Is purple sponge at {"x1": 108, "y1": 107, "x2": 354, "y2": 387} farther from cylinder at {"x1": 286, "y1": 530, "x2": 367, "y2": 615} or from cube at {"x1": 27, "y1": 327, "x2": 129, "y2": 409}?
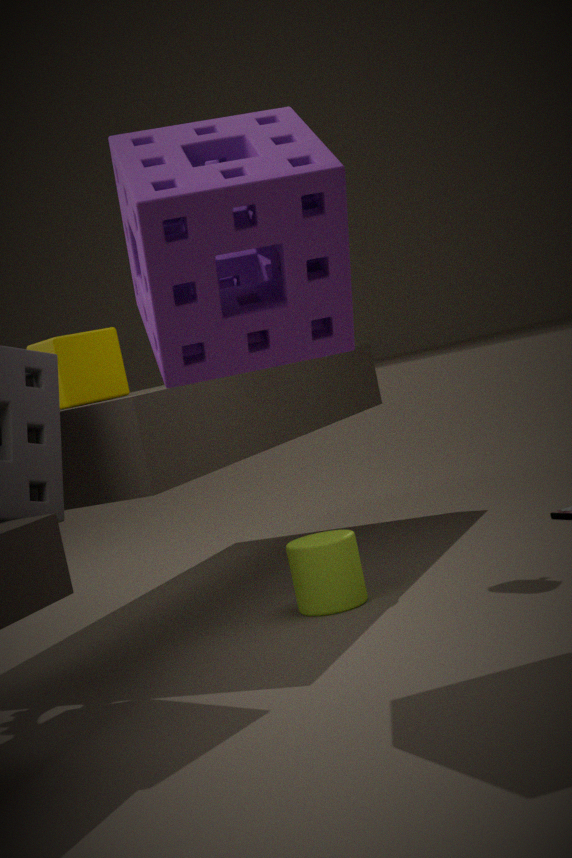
cylinder at {"x1": 286, "y1": 530, "x2": 367, "y2": 615}
